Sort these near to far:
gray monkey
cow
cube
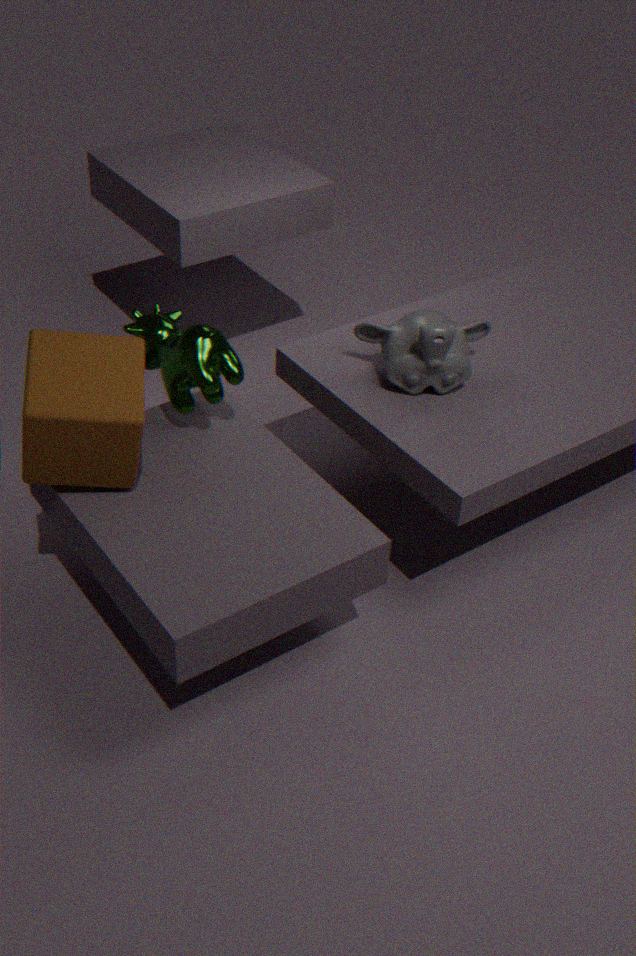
cube → cow → gray monkey
